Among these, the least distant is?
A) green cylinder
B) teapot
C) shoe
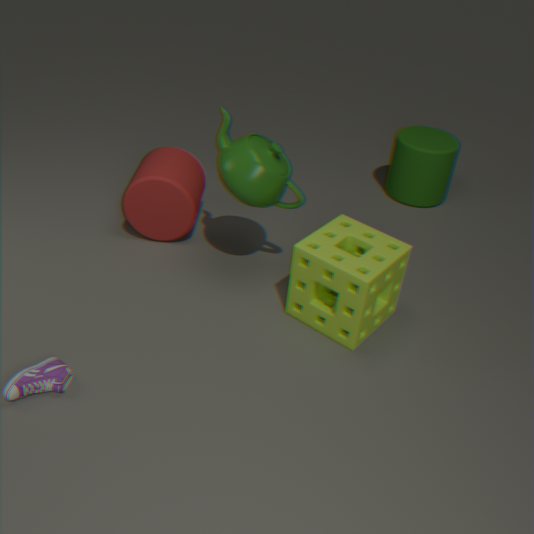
shoe
